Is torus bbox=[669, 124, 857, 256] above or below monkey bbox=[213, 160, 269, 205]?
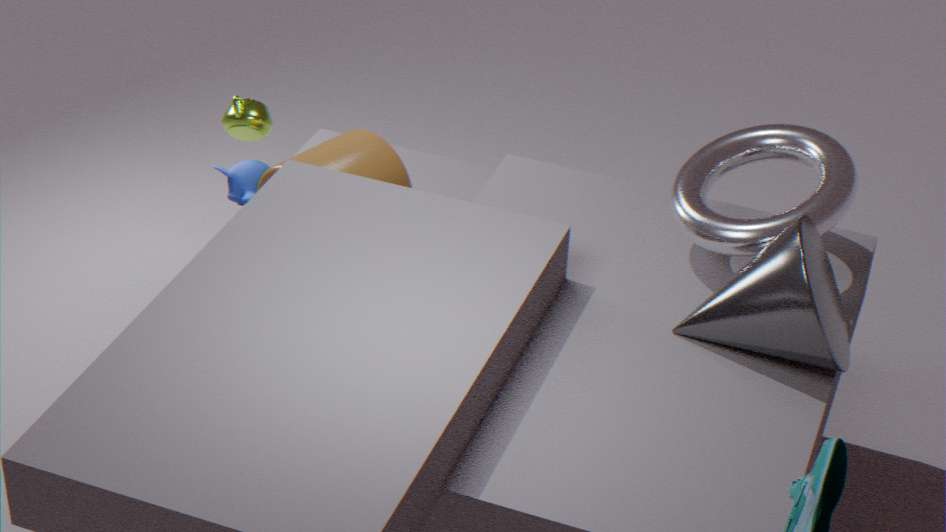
above
